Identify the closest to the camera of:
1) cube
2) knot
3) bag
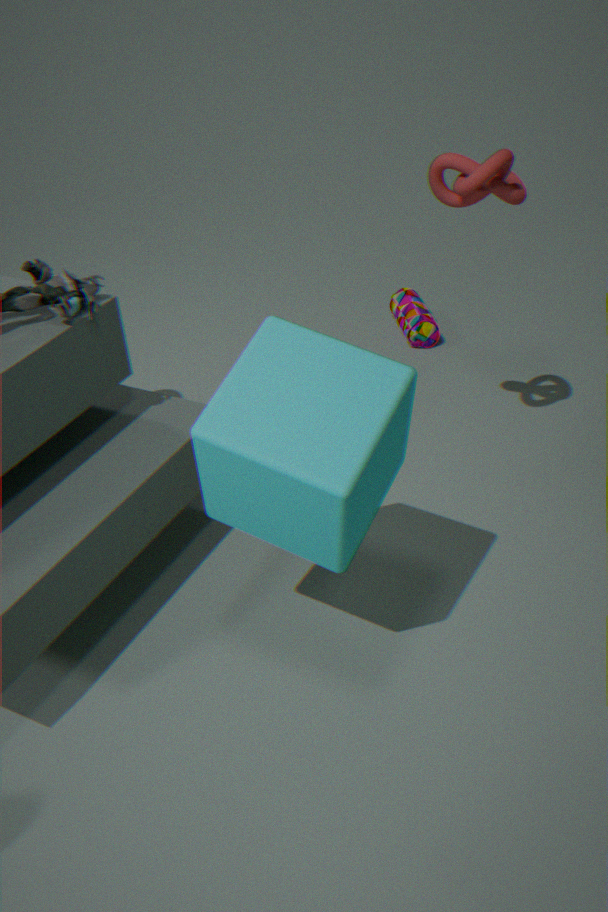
1. cube
